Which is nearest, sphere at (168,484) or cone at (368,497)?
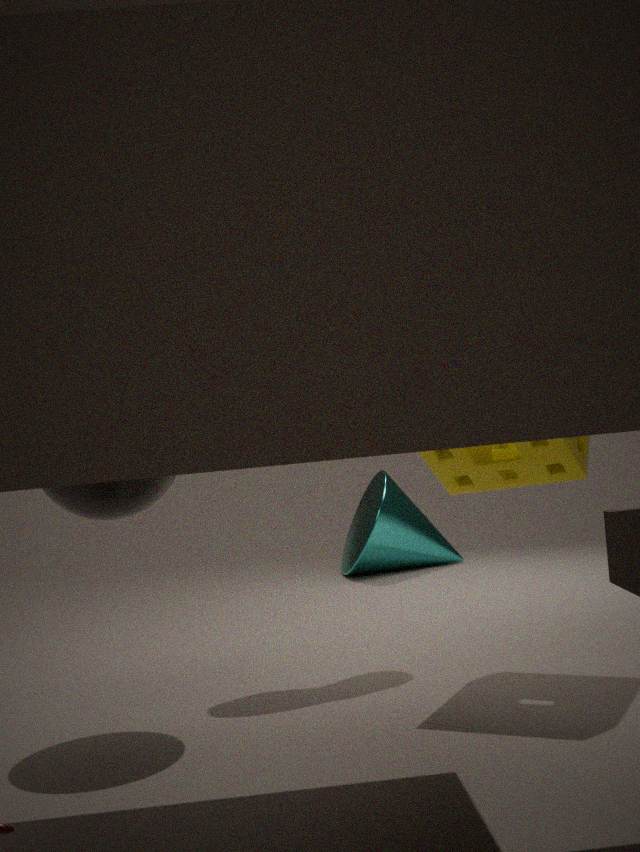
sphere at (168,484)
